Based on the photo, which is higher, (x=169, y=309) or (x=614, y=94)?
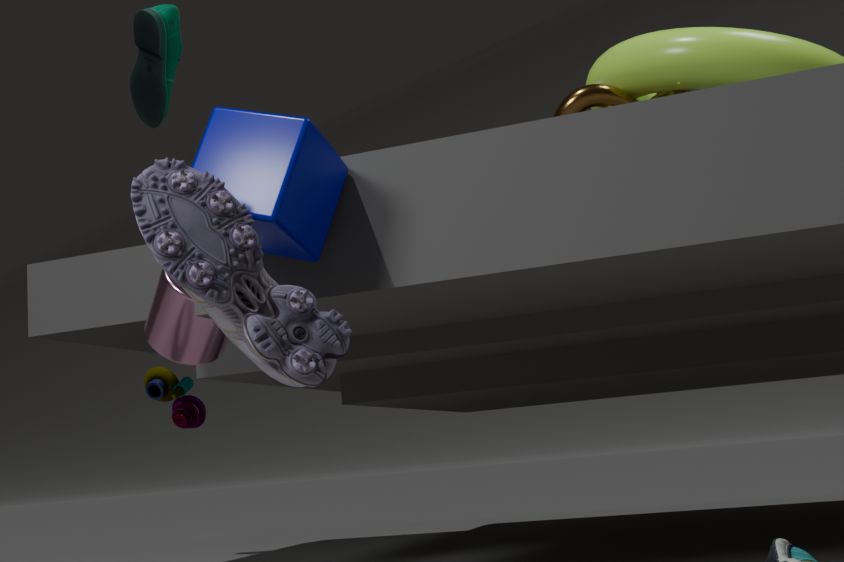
(x=614, y=94)
